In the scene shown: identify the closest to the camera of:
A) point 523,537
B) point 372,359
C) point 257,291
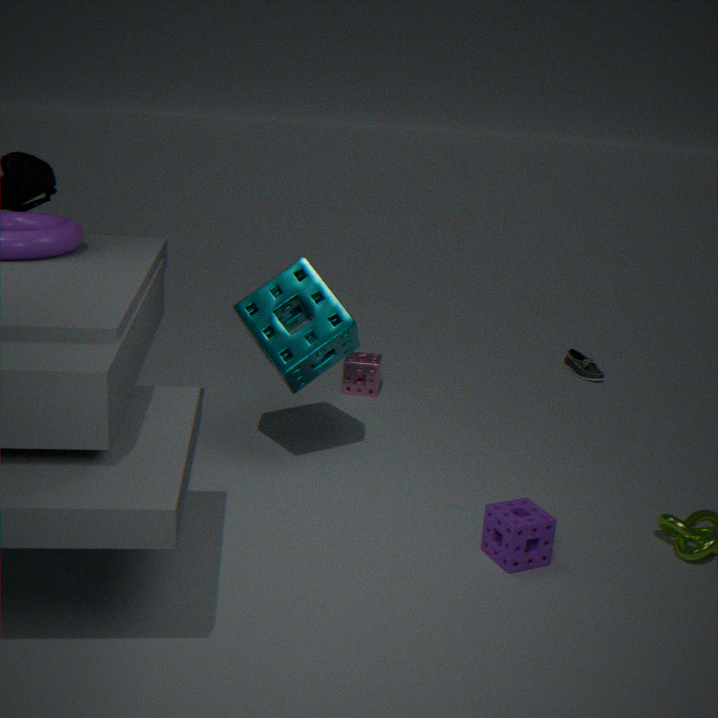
point 523,537
